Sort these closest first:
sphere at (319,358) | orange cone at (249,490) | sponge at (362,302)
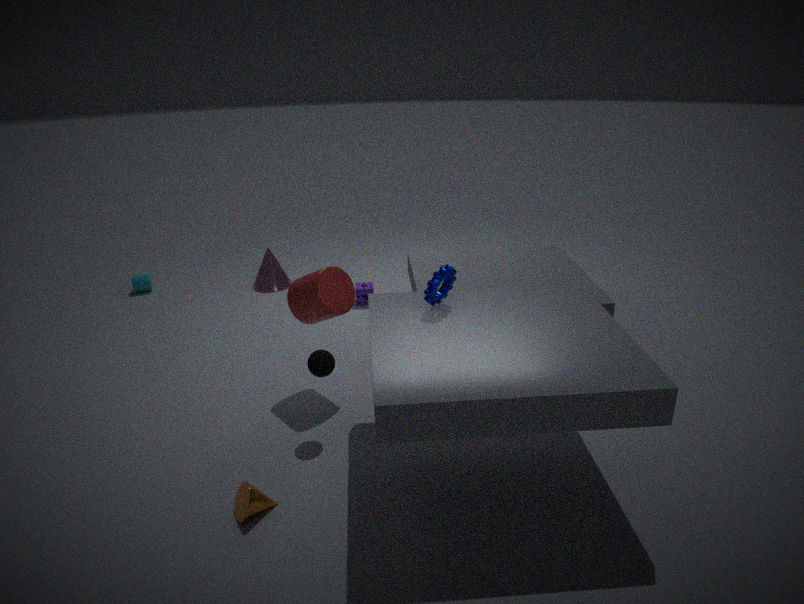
orange cone at (249,490) < sphere at (319,358) < sponge at (362,302)
